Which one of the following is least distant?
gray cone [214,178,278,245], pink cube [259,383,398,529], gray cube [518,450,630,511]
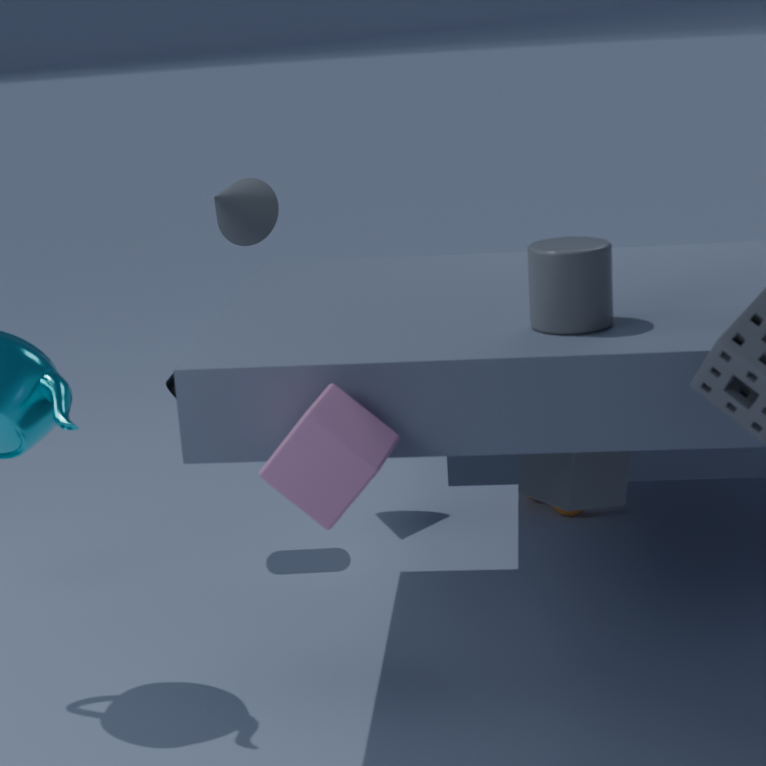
pink cube [259,383,398,529]
